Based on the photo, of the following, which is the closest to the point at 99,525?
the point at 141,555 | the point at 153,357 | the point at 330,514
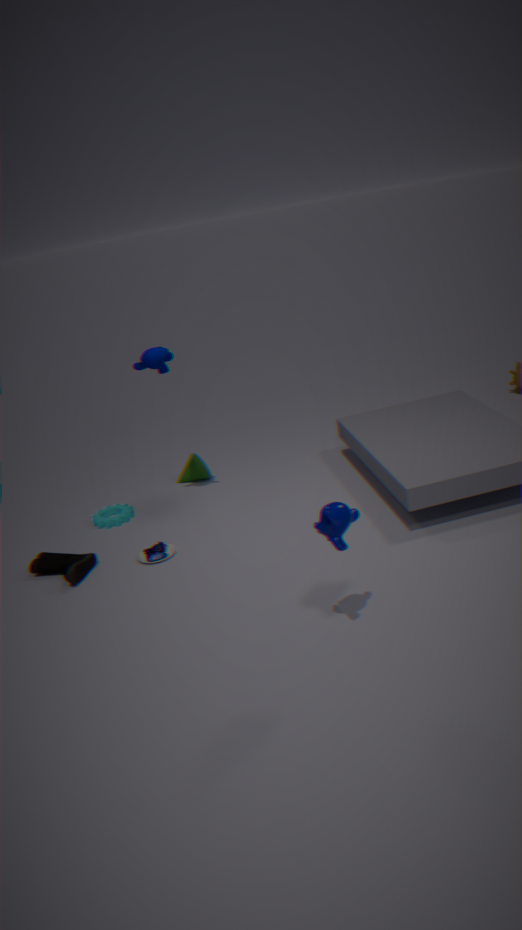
the point at 141,555
